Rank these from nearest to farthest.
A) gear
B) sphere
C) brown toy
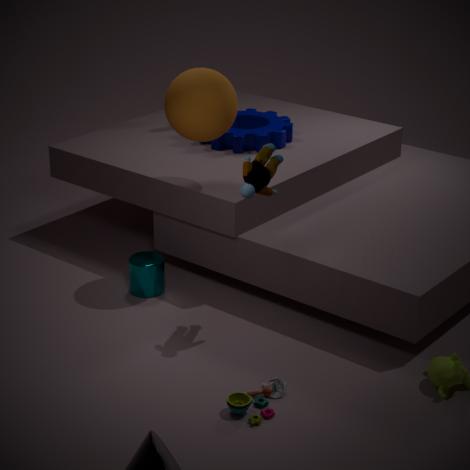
brown toy < sphere < gear
